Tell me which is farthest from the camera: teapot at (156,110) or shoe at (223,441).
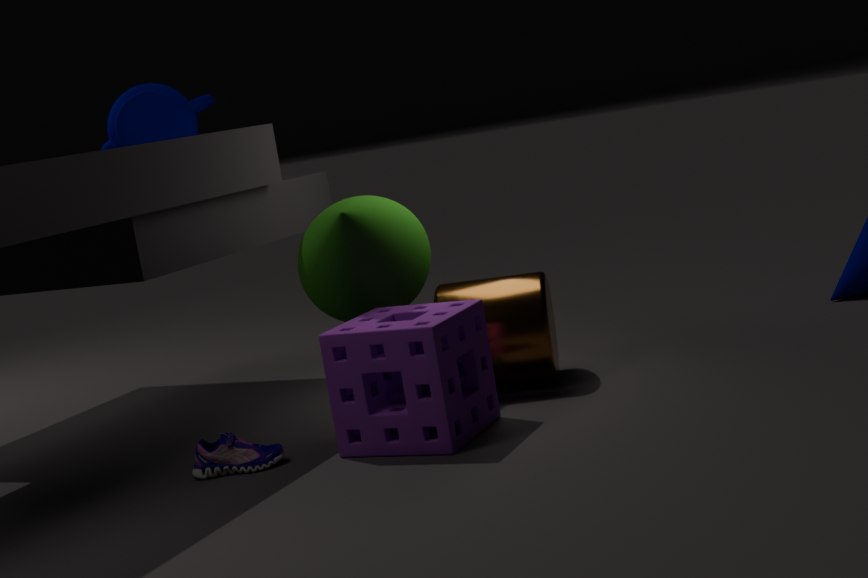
teapot at (156,110)
